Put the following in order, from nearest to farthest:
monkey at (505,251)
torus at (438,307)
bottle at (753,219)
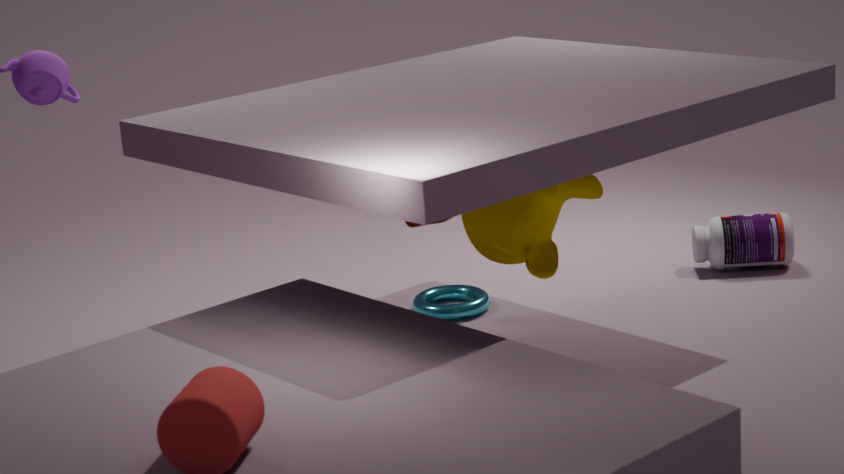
monkey at (505,251) < torus at (438,307) < bottle at (753,219)
